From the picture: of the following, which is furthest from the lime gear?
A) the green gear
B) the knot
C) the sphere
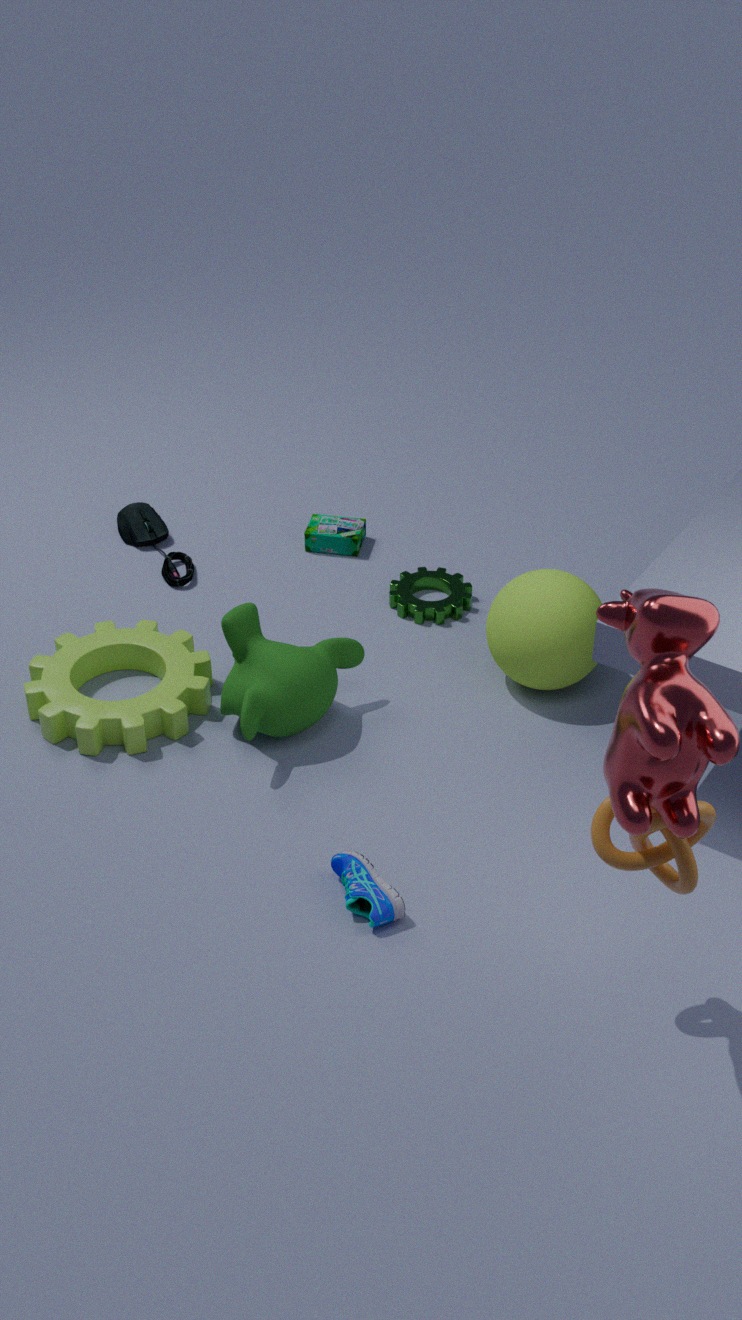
the knot
